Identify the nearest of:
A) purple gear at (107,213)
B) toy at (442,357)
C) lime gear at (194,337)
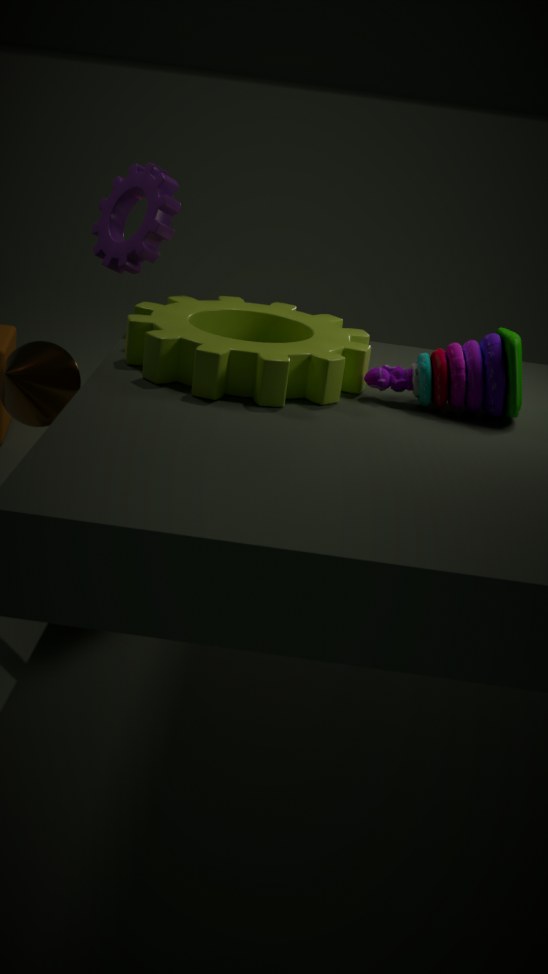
lime gear at (194,337)
